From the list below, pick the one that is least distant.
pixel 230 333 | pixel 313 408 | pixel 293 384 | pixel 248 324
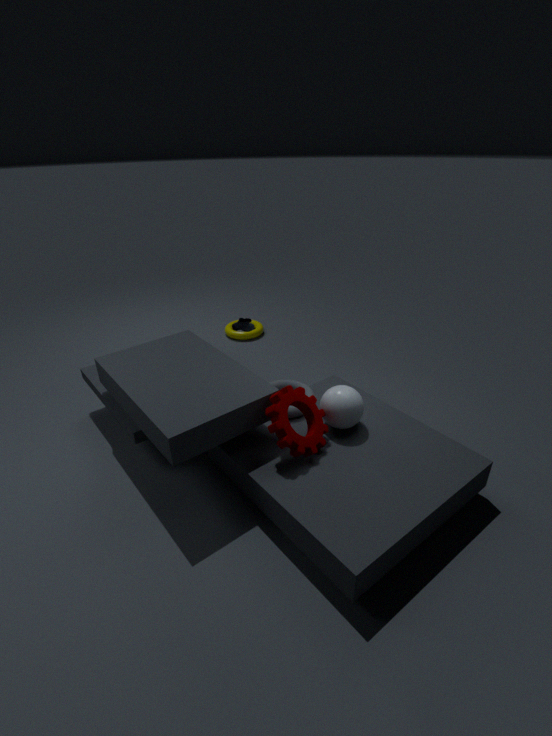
pixel 313 408
